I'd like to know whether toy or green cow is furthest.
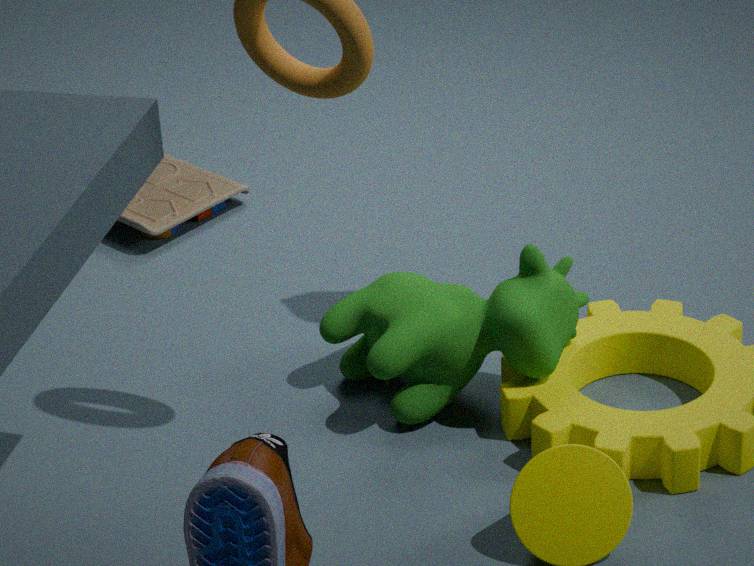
toy
